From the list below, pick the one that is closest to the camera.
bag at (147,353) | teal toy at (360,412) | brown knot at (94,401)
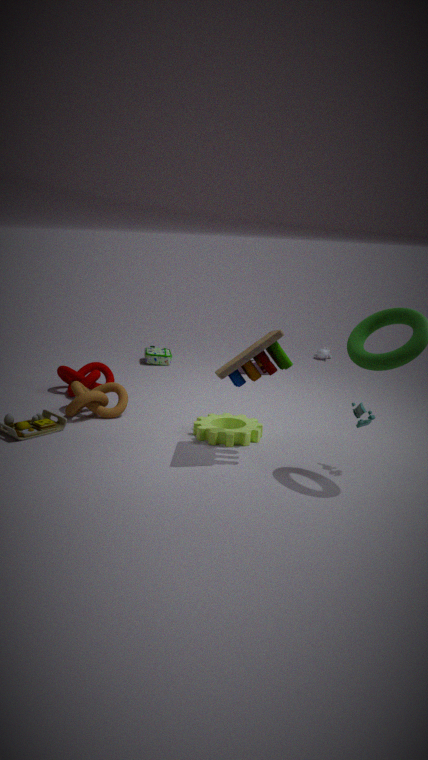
teal toy at (360,412)
